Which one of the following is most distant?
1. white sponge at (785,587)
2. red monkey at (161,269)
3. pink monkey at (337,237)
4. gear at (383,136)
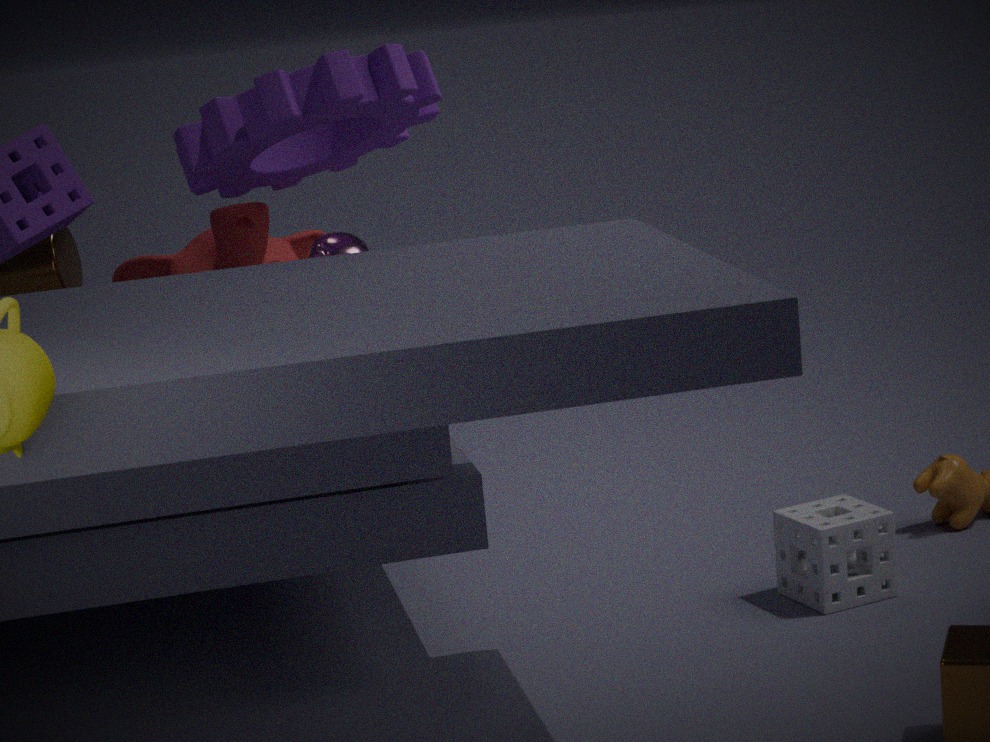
red monkey at (161,269)
